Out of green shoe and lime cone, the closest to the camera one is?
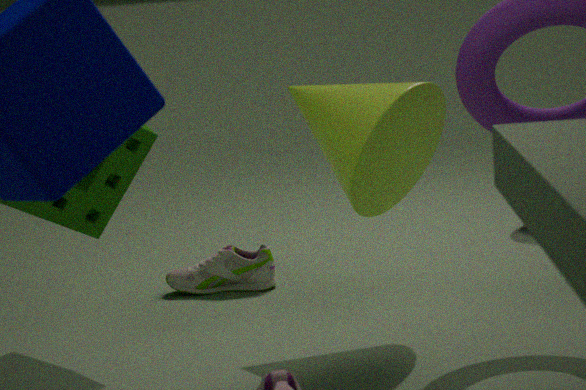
lime cone
